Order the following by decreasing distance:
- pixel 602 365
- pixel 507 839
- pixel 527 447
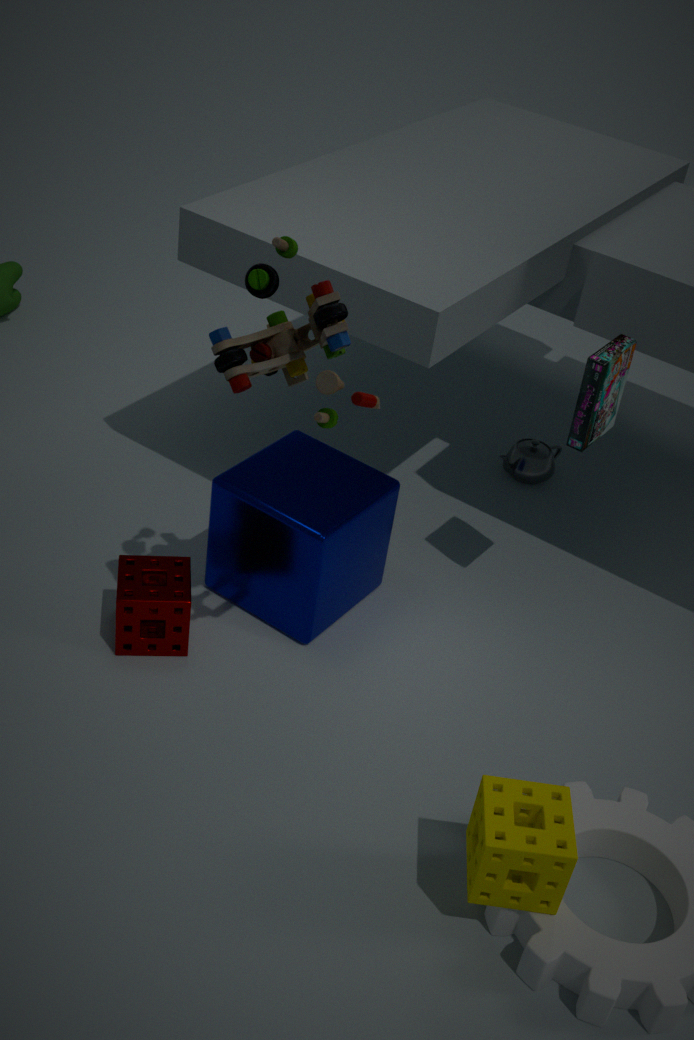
pixel 527 447, pixel 602 365, pixel 507 839
